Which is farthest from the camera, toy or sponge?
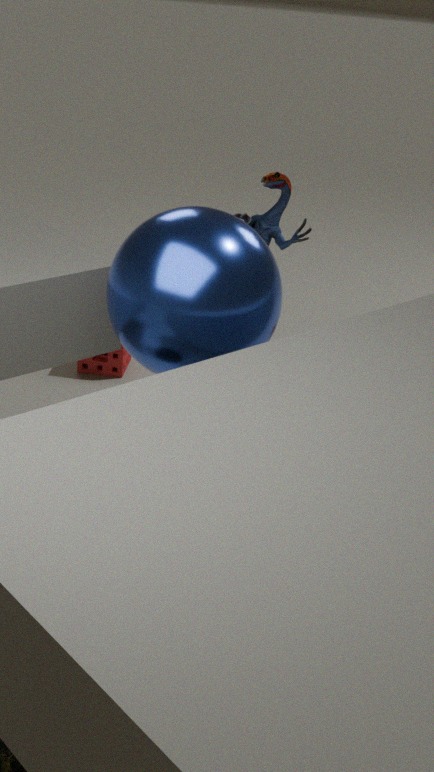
sponge
